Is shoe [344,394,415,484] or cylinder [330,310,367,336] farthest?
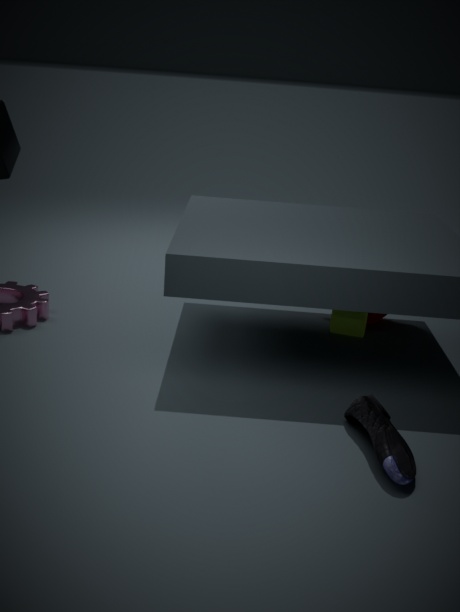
cylinder [330,310,367,336]
